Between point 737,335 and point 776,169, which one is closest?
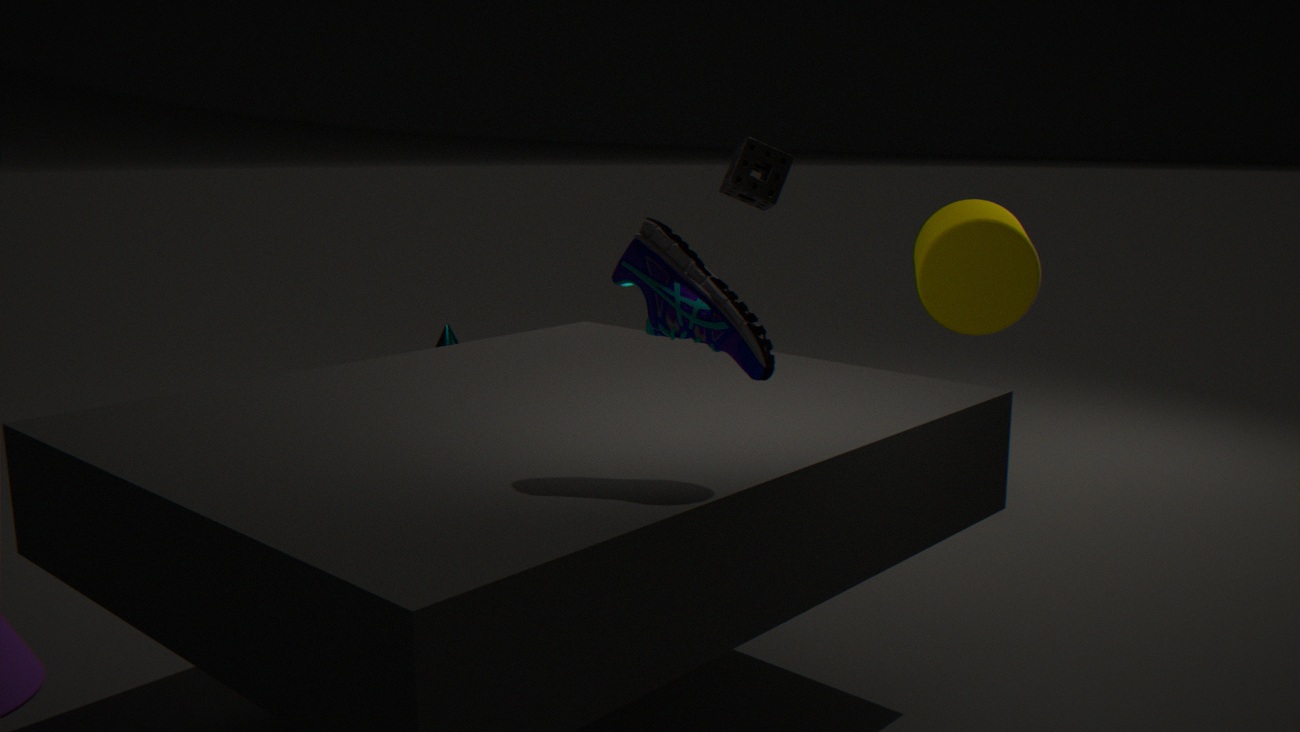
point 737,335
